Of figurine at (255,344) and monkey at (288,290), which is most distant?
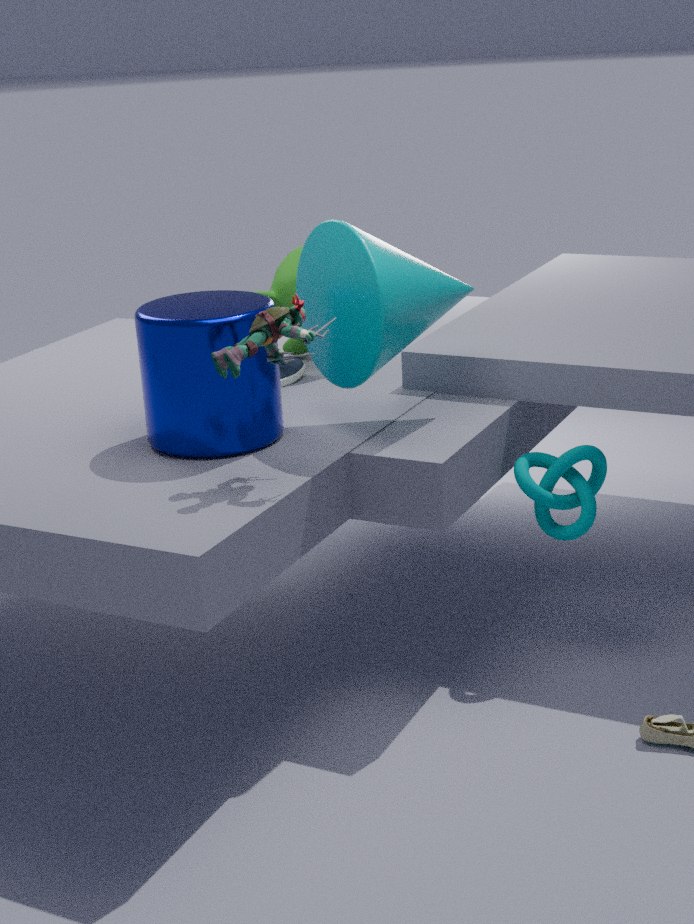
monkey at (288,290)
